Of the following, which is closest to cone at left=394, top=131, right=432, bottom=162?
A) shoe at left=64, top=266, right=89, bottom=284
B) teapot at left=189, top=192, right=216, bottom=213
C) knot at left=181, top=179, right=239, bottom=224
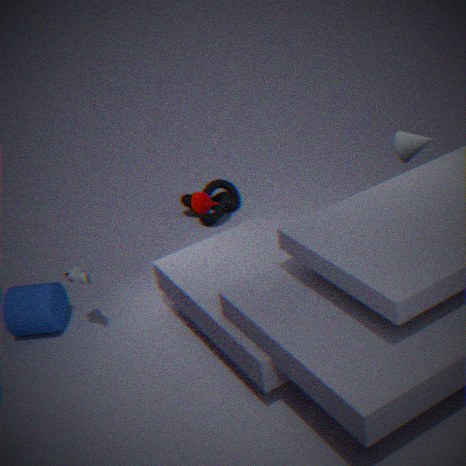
teapot at left=189, top=192, right=216, bottom=213
